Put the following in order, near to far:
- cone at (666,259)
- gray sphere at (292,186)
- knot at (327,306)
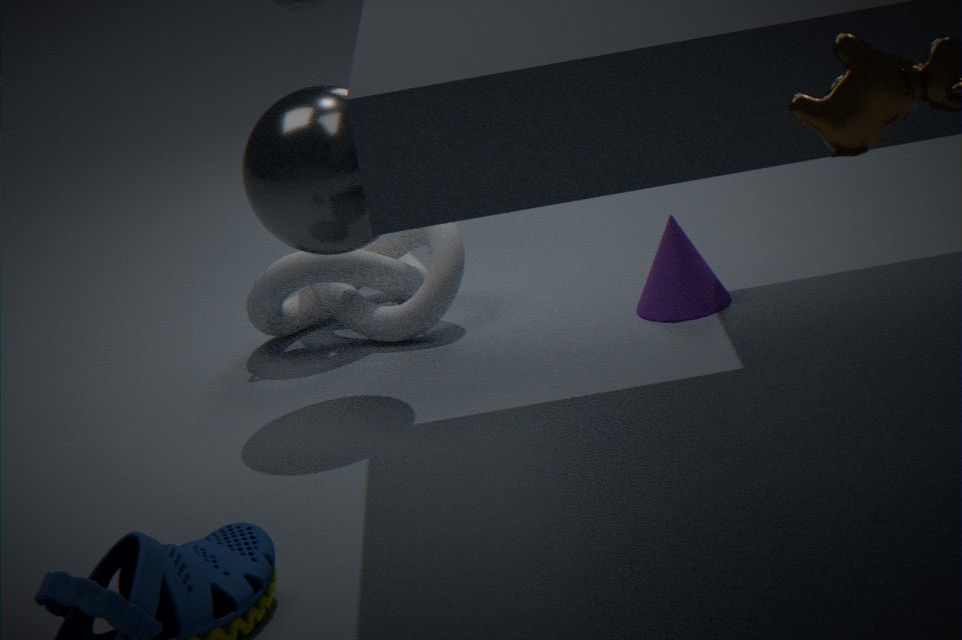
1. gray sphere at (292,186)
2. cone at (666,259)
3. knot at (327,306)
